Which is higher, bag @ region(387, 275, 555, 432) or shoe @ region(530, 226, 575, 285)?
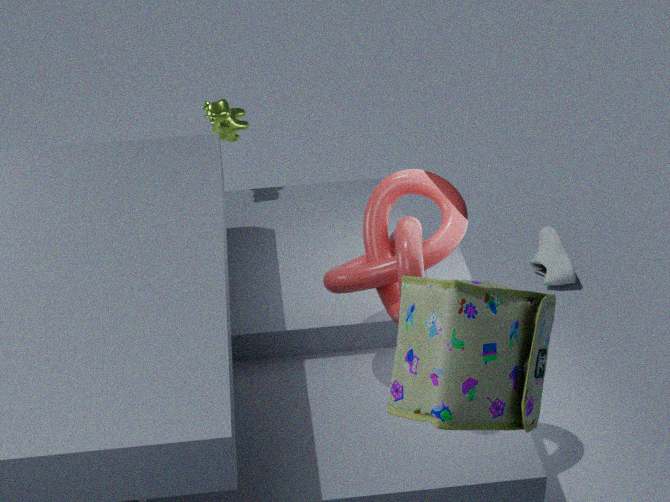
bag @ region(387, 275, 555, 432)
